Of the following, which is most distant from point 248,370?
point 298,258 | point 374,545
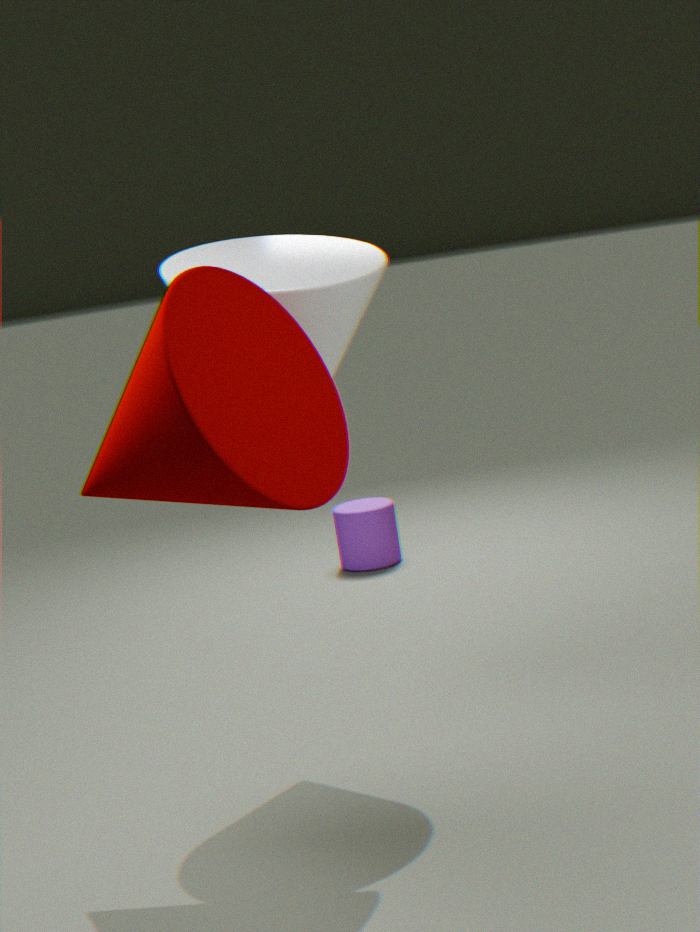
point 374,545
